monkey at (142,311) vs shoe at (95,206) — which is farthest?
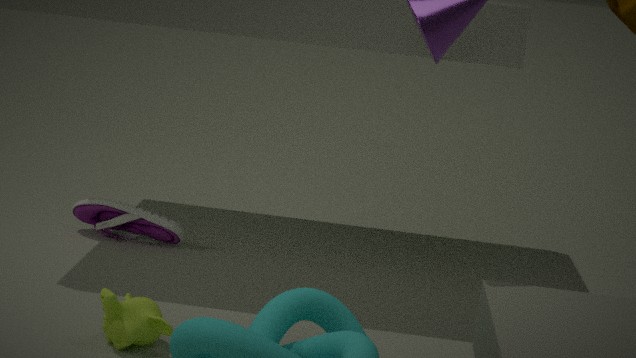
shoe at (95,206)
